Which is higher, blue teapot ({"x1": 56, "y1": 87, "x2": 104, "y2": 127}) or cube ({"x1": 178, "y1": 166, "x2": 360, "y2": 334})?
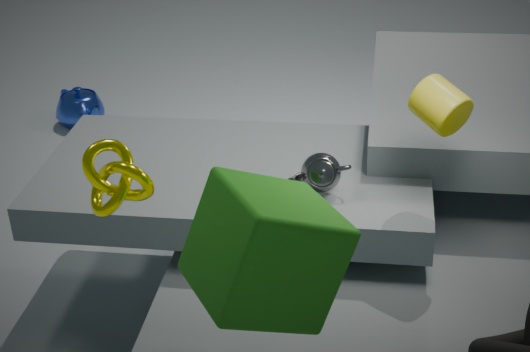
cube ({"x1": 178, "y1": 166, "x2": 360, "y2": 334})
